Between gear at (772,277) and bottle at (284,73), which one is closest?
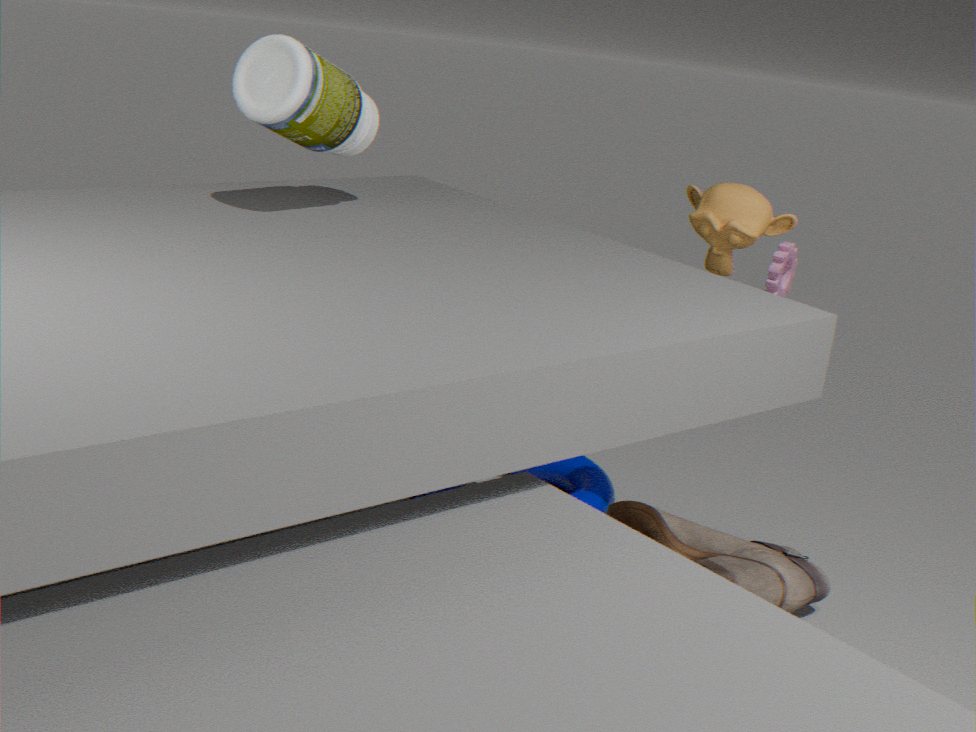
bottle at (284,73)
